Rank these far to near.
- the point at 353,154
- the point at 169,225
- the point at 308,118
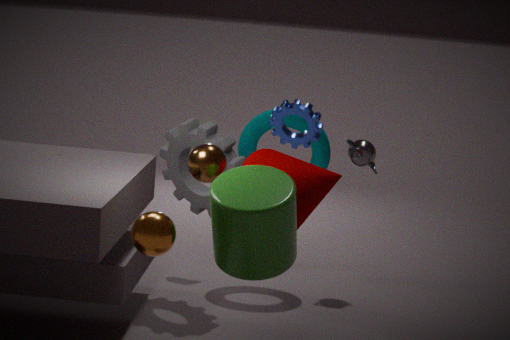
the point at 353,154, the point at 308,118, the point at 169,225
